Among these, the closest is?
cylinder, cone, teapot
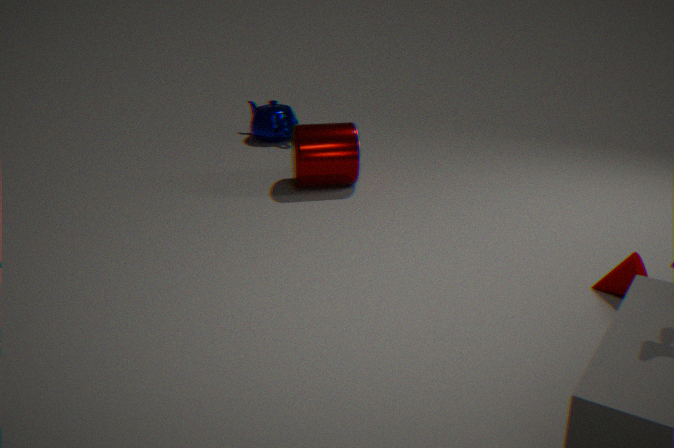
cone
